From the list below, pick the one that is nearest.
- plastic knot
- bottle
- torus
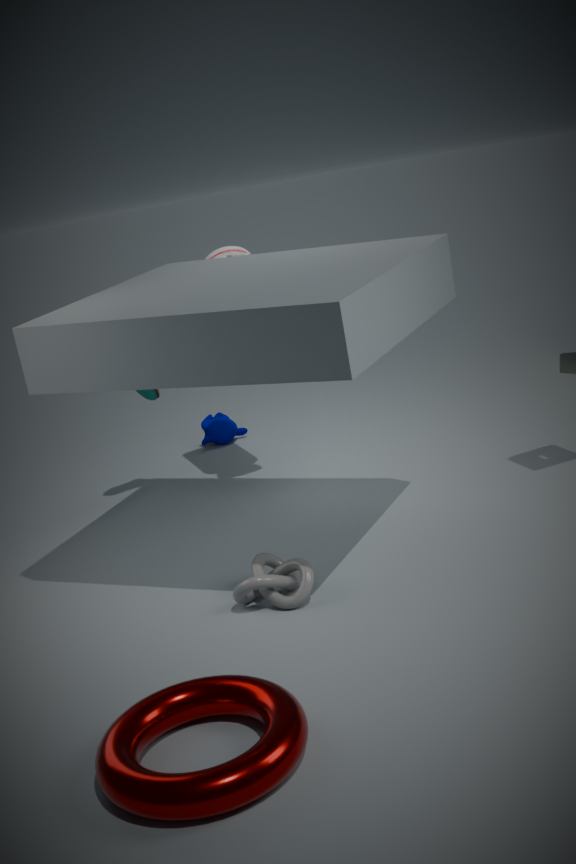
torus
